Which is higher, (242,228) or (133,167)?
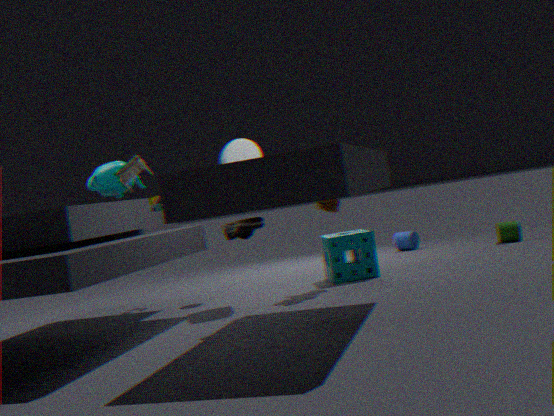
(133,167)
